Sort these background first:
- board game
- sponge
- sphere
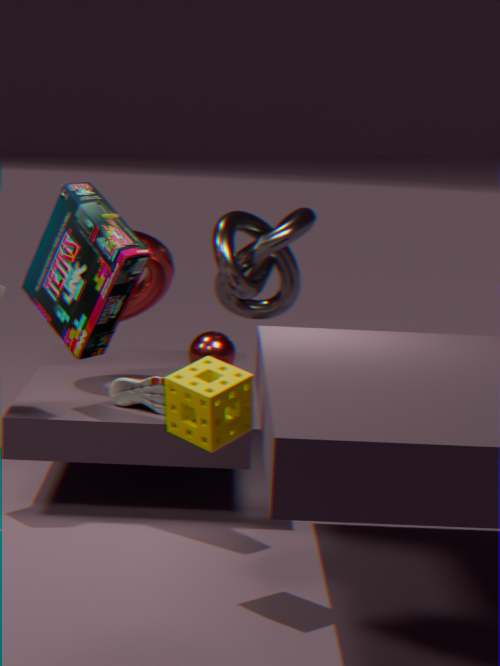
1. sphere
2. board game
3. sponge
